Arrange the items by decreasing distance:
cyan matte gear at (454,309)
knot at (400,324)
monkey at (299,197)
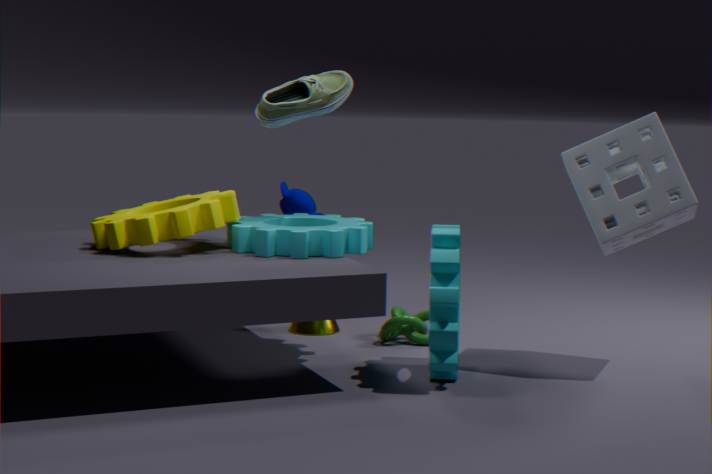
1. monkey at (299,197)
2. knot at (400,324)
3. cyan matte gear at (454,309)
